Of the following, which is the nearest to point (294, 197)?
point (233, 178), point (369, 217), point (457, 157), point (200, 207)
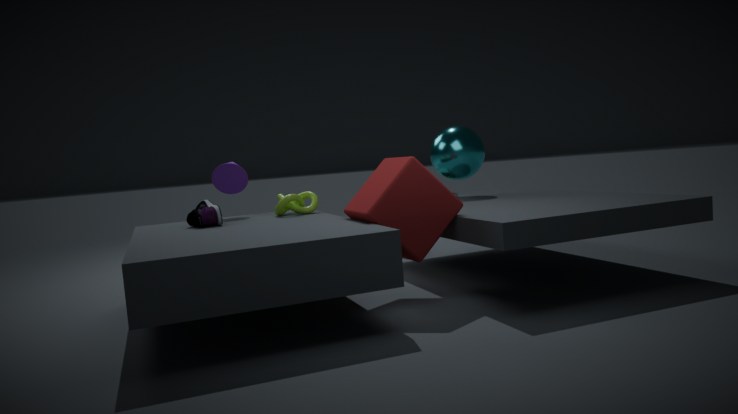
point (233, 178)
